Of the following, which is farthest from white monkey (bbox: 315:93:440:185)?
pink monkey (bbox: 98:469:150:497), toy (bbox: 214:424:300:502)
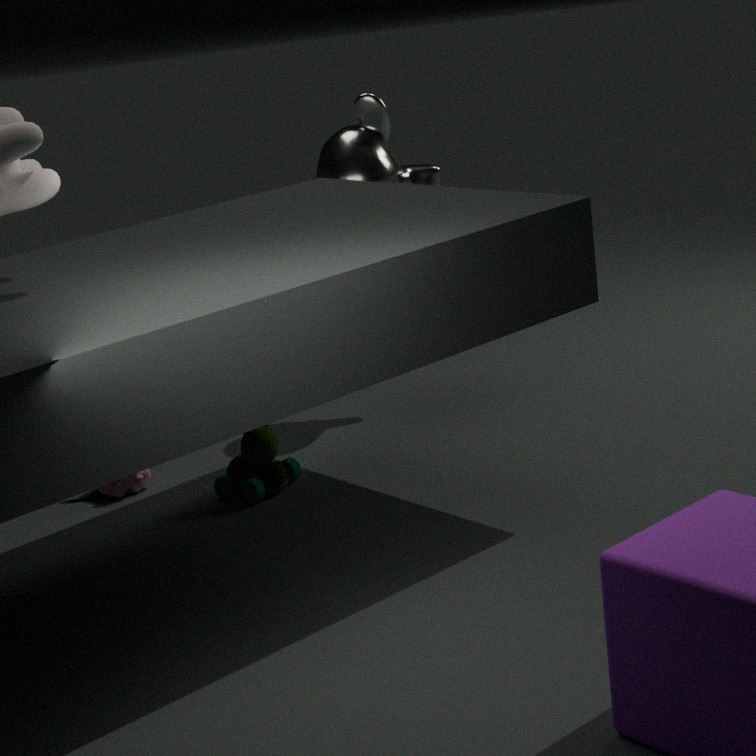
pink monkey (bbox: 98:469:150:497)
